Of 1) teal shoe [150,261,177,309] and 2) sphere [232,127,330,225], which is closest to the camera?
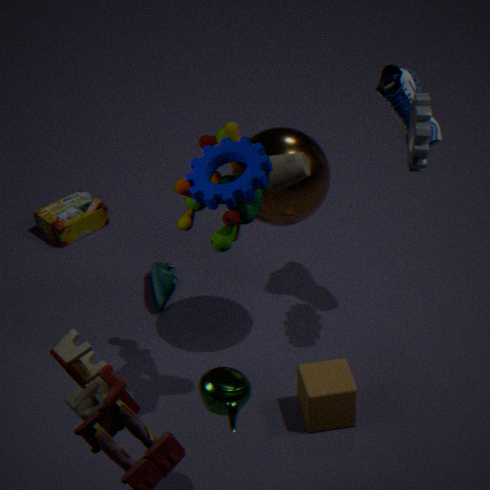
2. sphere [232,127,330,225]
